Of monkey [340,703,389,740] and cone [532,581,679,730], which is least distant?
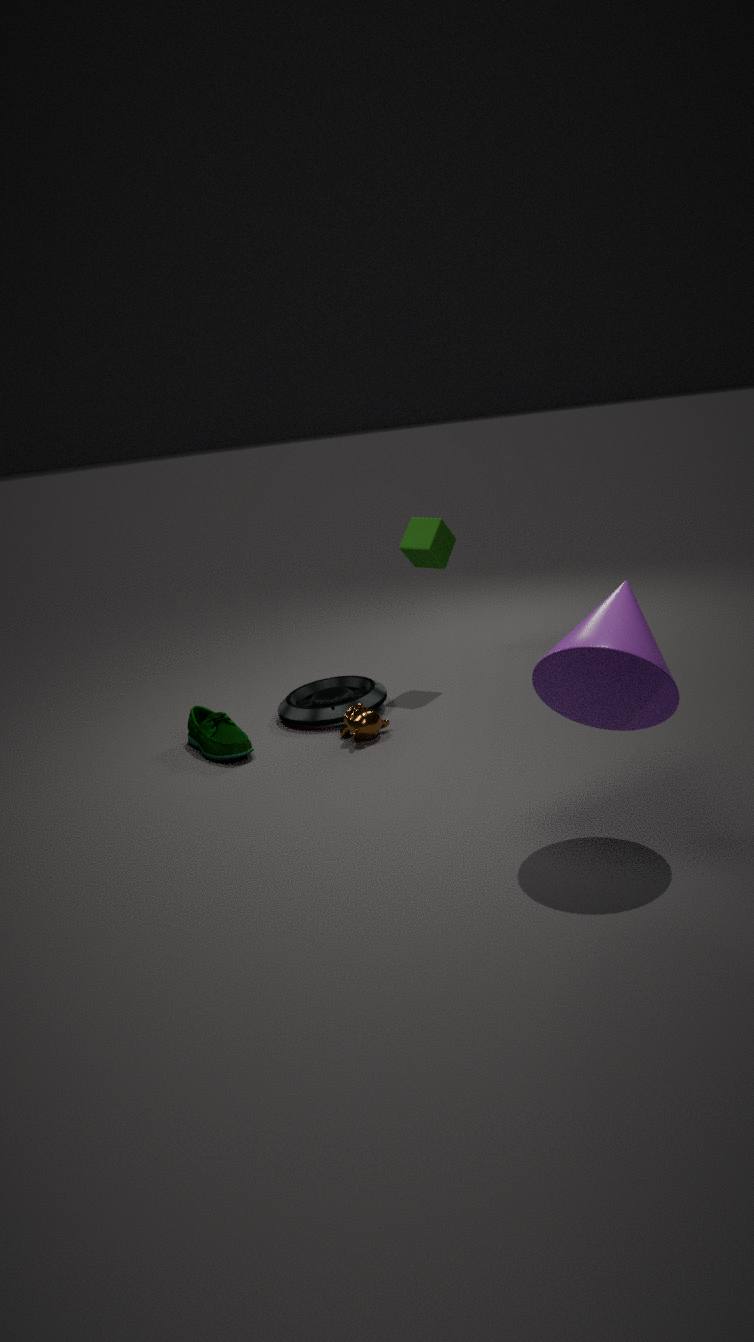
cone [532,581,679,730]
